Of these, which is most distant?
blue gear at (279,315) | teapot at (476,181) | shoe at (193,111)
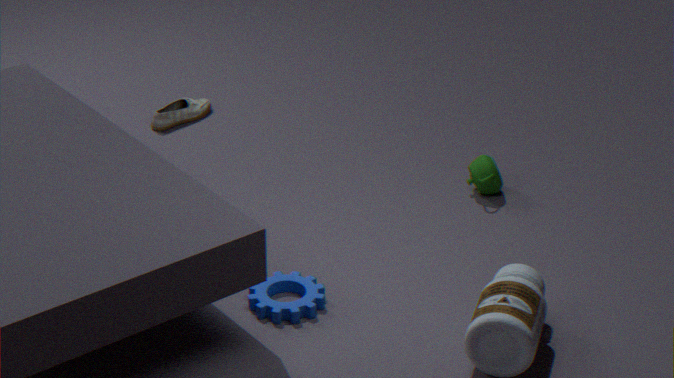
shoe at (193,111)
